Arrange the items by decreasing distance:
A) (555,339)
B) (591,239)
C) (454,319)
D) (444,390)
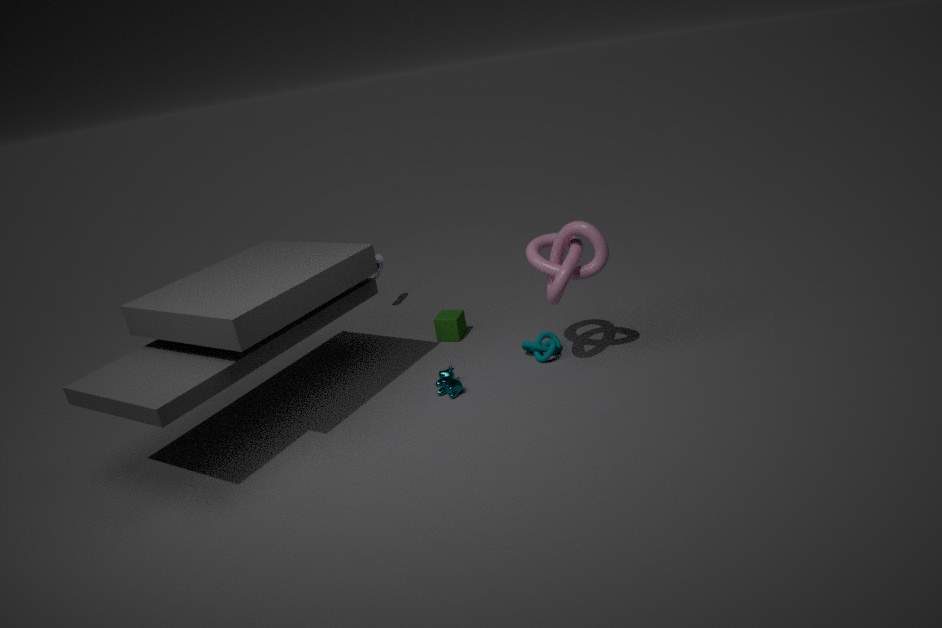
(454,319) → (555,339) → (444,390) → (591,239)
